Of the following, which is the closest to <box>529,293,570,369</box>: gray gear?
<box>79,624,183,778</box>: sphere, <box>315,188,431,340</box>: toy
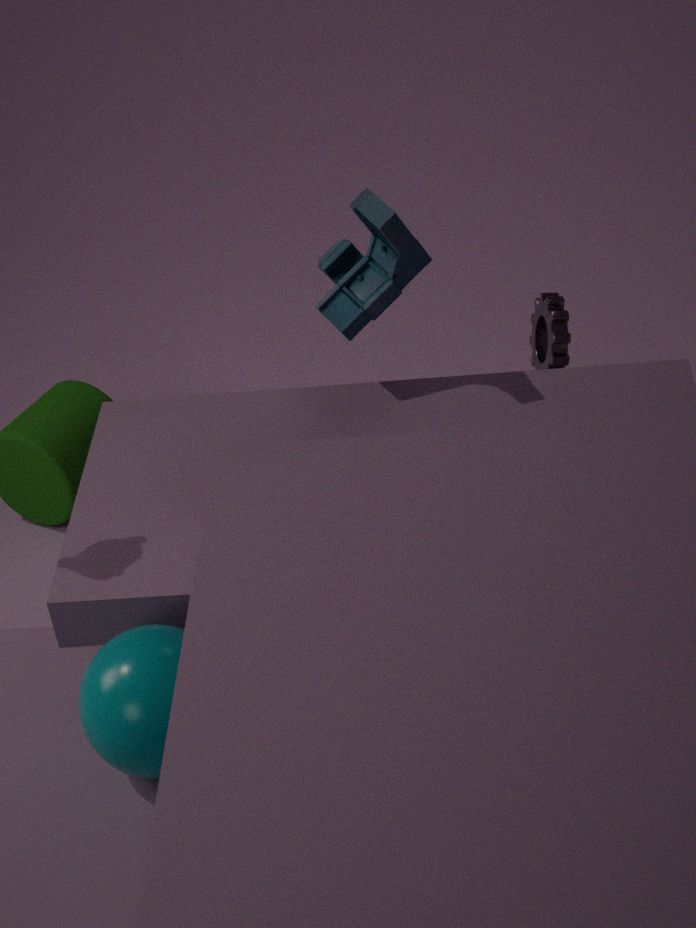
<box>315,188,431,340</box>: toy
